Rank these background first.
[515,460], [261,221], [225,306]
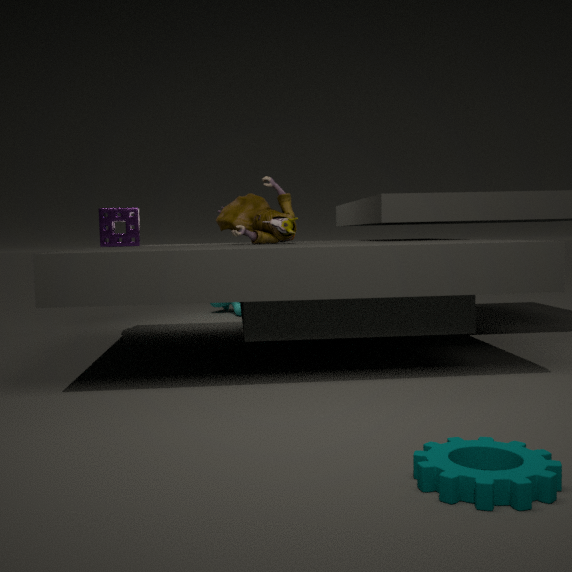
1. [225,306]
2. [261,221]
3. [515,460]
